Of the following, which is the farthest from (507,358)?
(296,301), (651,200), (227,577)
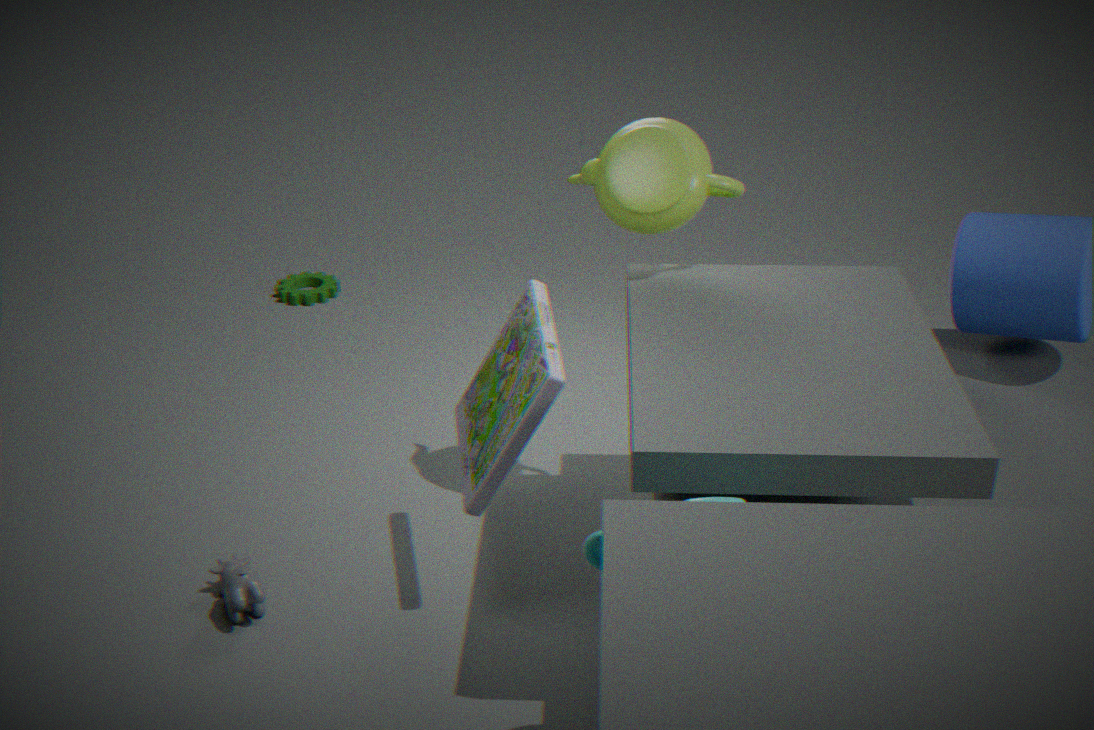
(296,301)
